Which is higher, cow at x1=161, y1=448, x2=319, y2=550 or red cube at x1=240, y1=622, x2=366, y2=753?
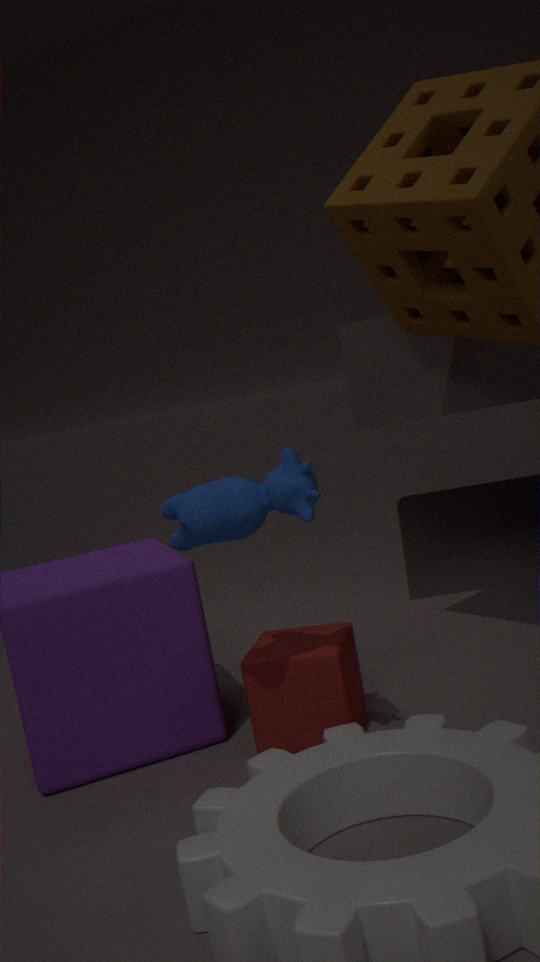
cow at x1=161, y1=448, x2=319, y2=550
